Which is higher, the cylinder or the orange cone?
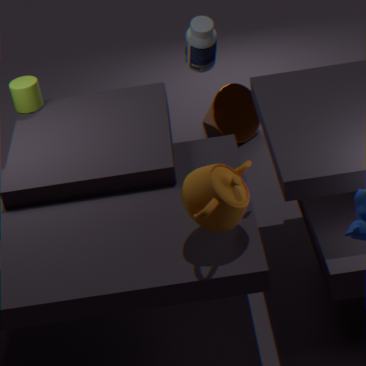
the cylinder
